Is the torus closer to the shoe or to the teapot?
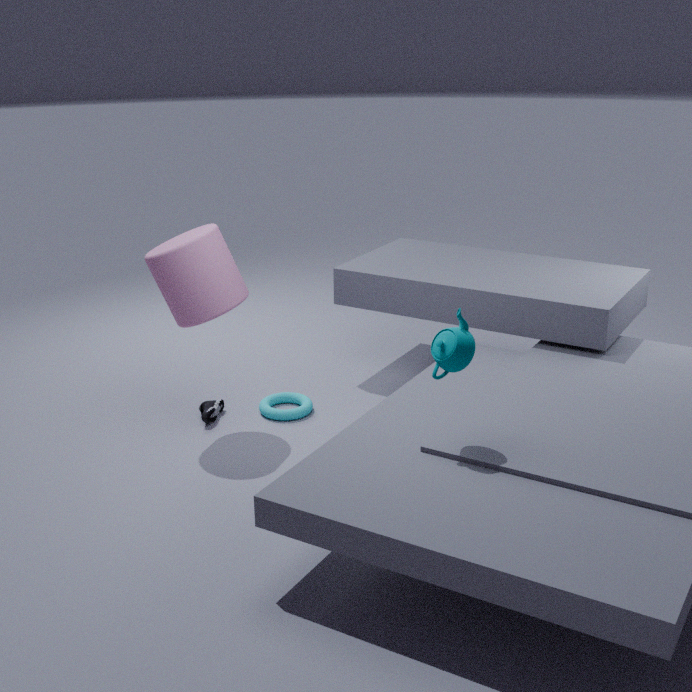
the shoe
